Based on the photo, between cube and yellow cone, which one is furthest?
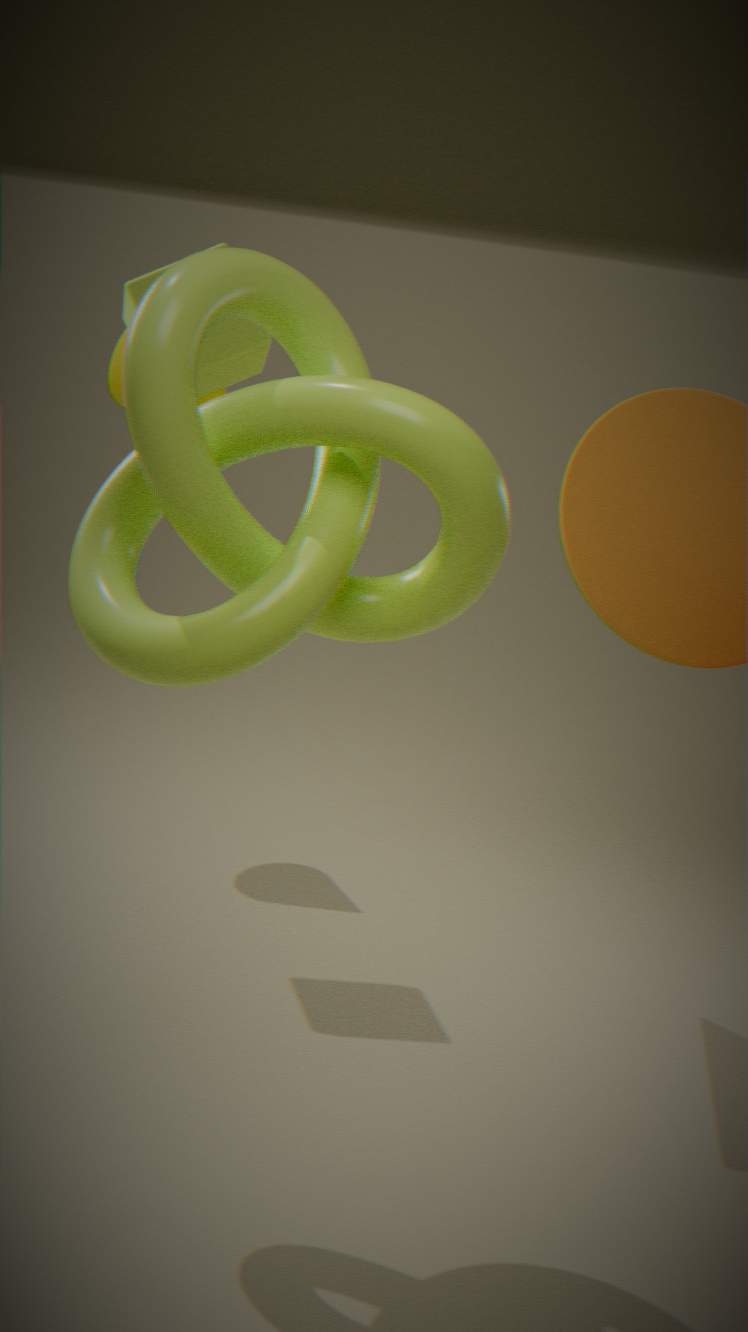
yellow cone
